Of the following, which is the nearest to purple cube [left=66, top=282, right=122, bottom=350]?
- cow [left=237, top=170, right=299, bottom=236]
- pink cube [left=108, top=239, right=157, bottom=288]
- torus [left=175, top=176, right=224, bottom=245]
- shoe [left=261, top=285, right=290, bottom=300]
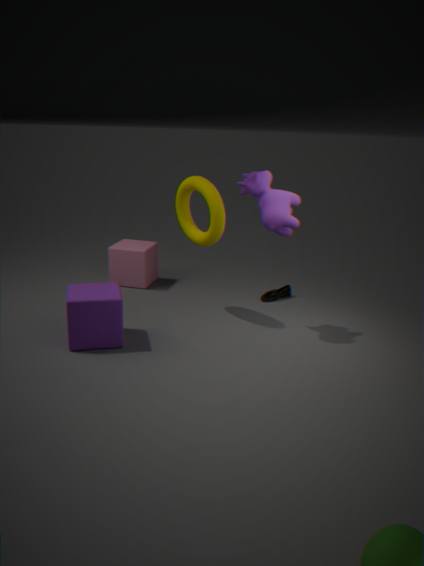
torus [left=175, top=176, right=224, bottom=245]
